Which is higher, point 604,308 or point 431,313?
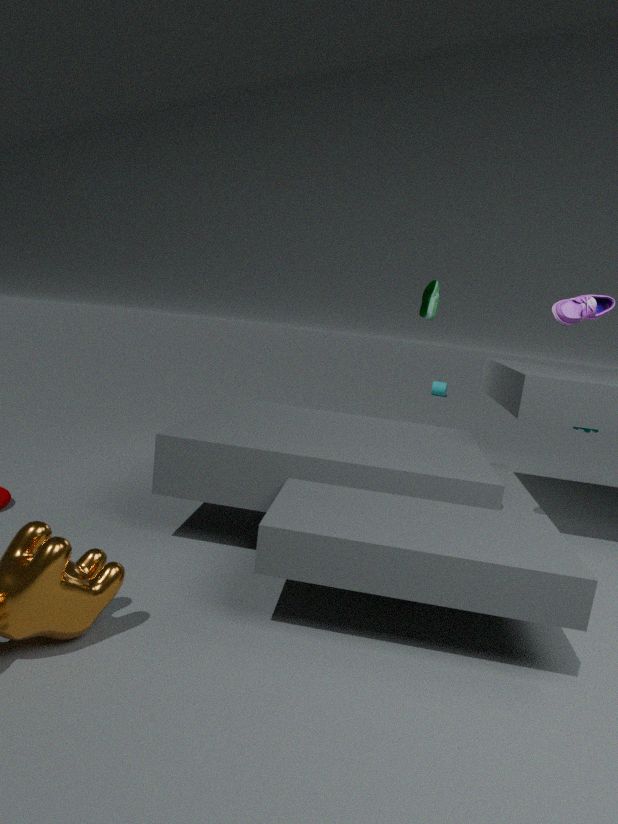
point 431,313
